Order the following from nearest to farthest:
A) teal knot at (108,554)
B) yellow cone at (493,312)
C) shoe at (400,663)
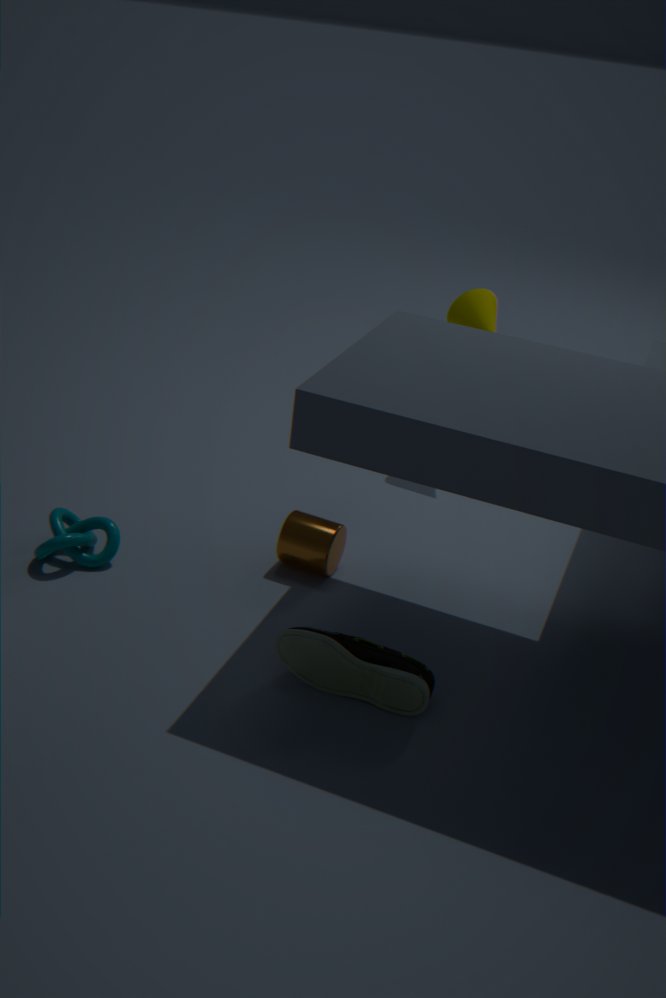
shoe at (400,663), teal knot at (108,554), yellow cone at (493,312)
